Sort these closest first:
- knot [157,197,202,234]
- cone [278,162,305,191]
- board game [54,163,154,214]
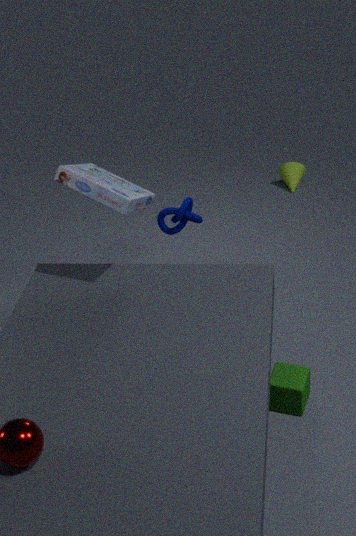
board game [54,163,154,214], knot [157,197,202,234], cone [278,162,305,191]
